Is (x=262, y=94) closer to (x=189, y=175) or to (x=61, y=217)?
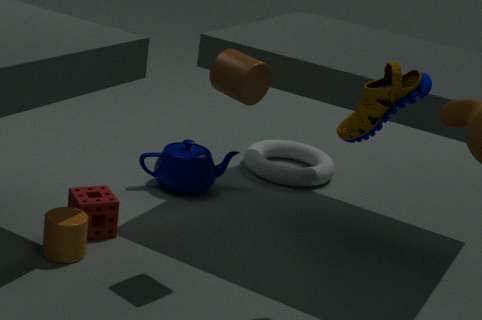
(x=61, y=217)
